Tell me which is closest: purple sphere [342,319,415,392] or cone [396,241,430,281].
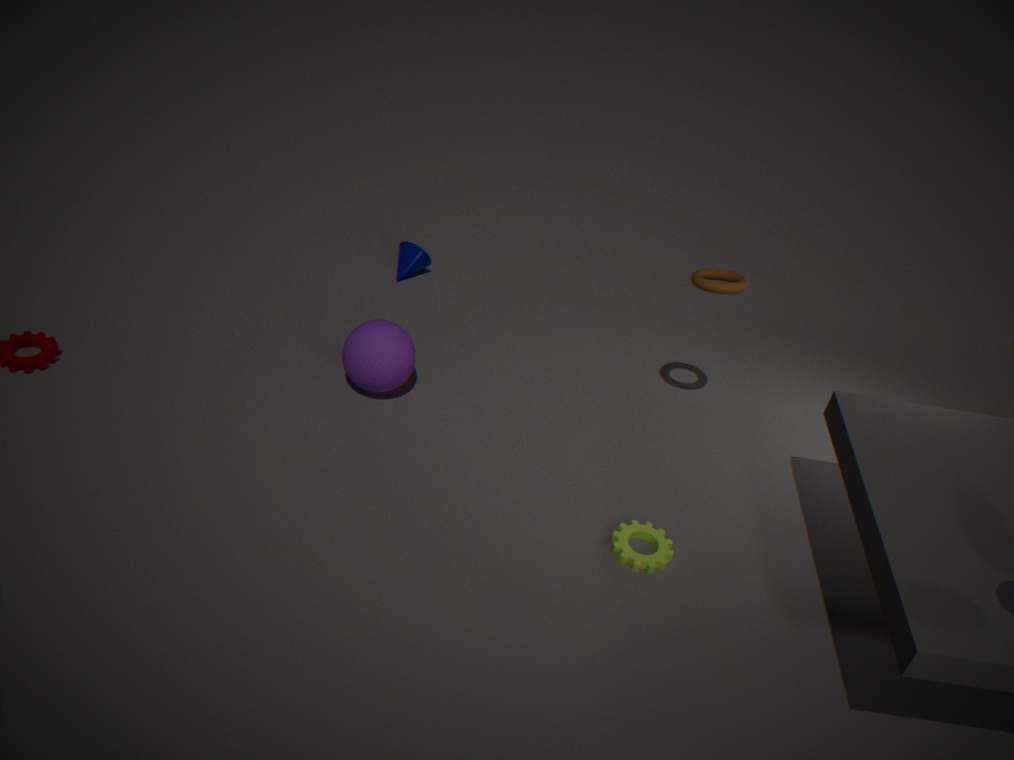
purple sphere [342,319,415,392]
